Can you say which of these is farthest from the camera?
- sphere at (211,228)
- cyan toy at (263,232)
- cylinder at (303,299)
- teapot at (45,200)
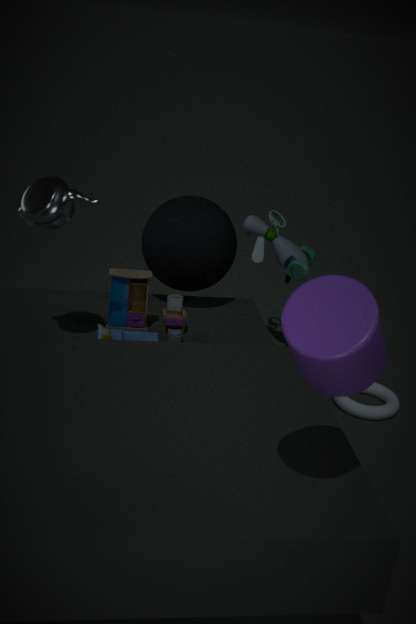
cyan toy at (263,232)
